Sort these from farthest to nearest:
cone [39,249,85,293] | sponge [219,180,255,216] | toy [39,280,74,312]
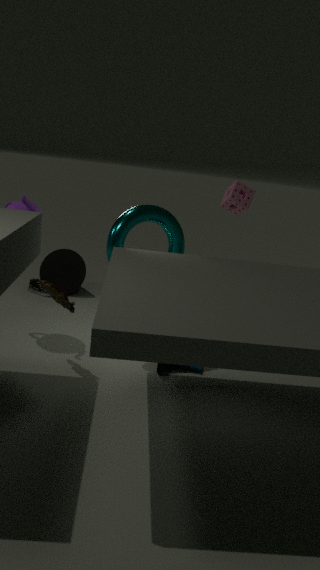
cone [39,249,85,293] < sponge [219,180,255,216] < toy [39,280,74,312]
